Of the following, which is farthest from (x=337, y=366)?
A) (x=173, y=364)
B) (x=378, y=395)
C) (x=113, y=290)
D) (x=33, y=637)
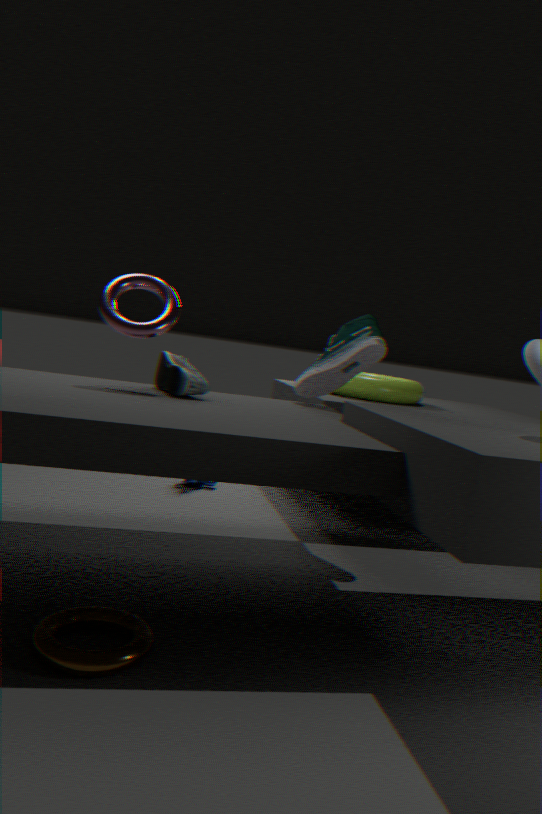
(x=33, y=637)
